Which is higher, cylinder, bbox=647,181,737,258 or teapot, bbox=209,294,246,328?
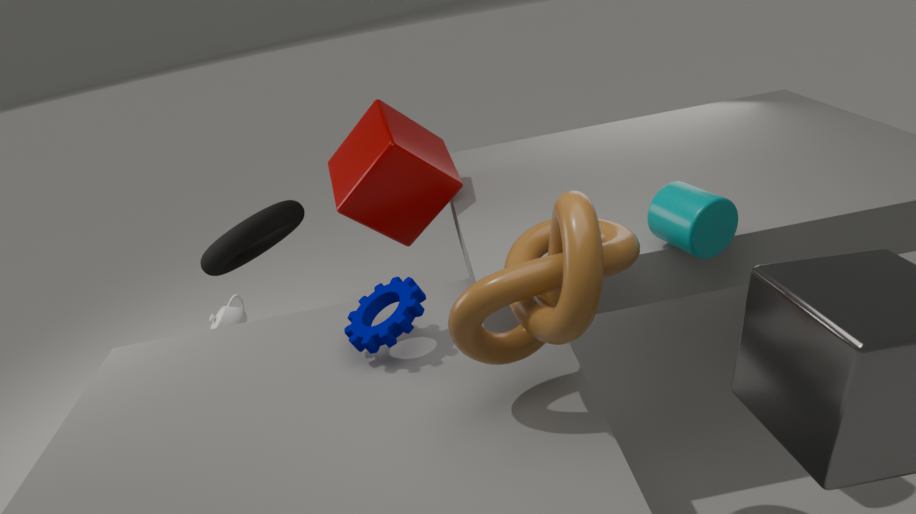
cylinder, bbox=647,181,737,258
